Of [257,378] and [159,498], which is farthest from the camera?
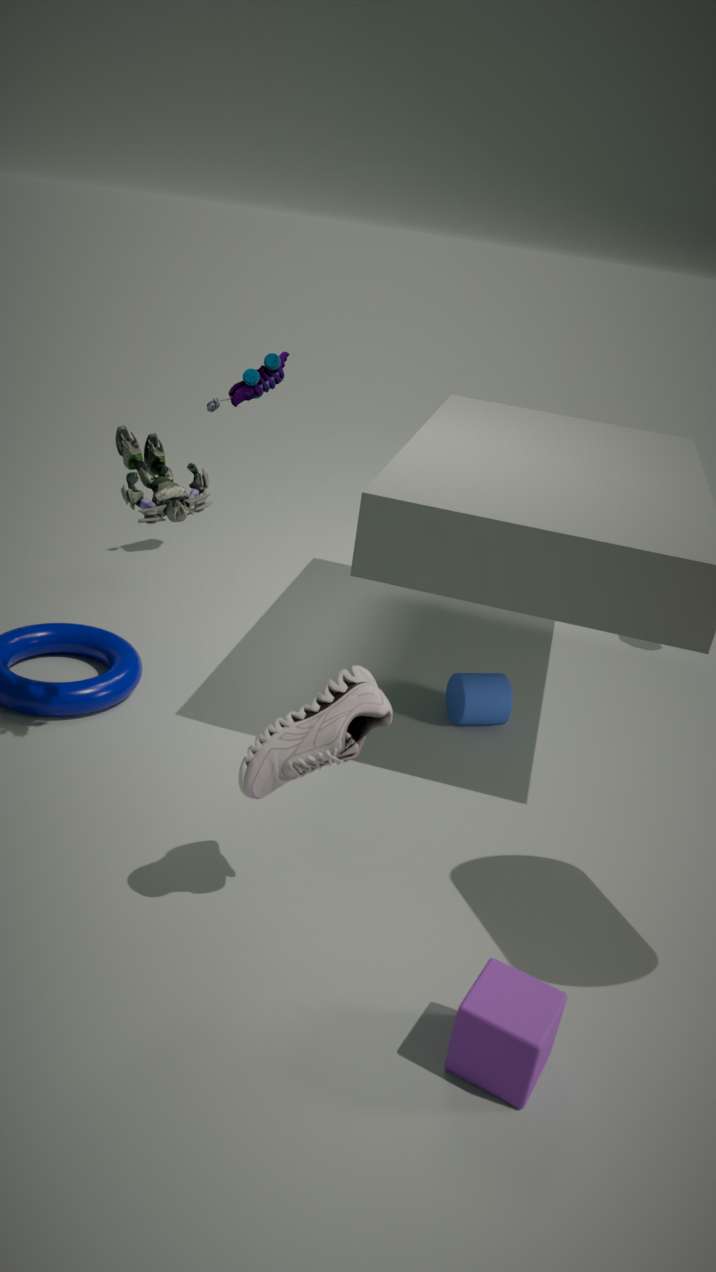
[257,378]
